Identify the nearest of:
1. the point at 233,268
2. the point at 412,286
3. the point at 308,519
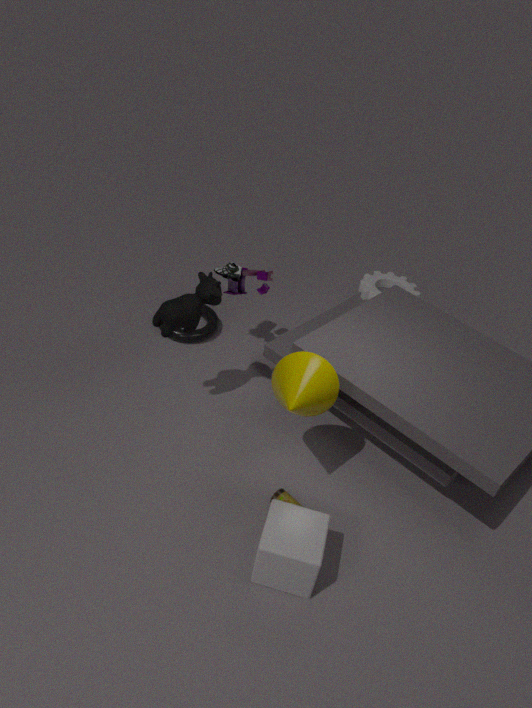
the point at 308,519
